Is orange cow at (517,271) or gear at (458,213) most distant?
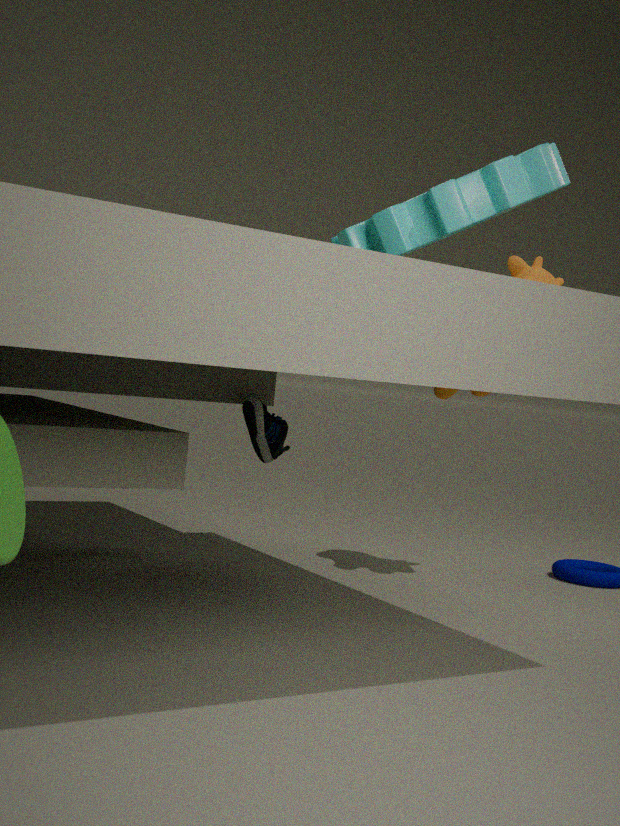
orange cow at (517,271)
